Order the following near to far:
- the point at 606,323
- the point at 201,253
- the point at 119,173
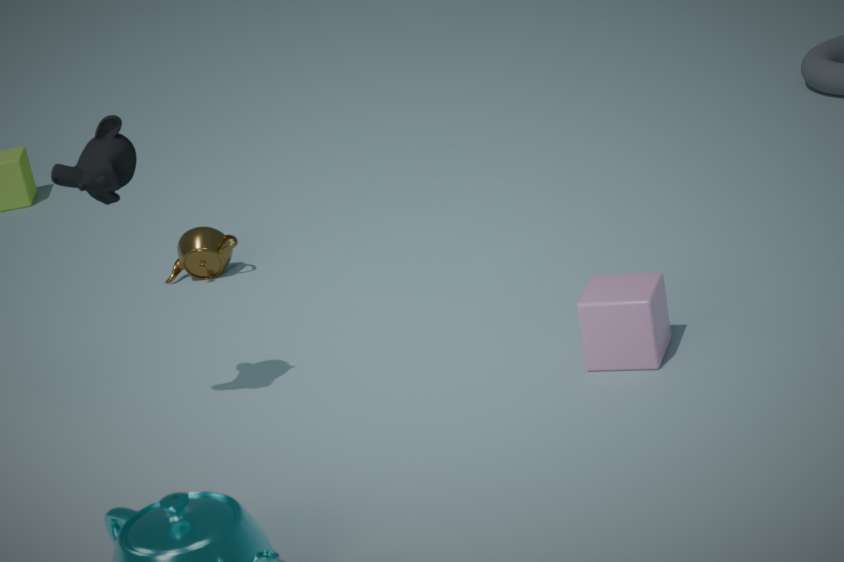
1. the point at 119,173
2. the point at 606,323
3. the point at 201,253
